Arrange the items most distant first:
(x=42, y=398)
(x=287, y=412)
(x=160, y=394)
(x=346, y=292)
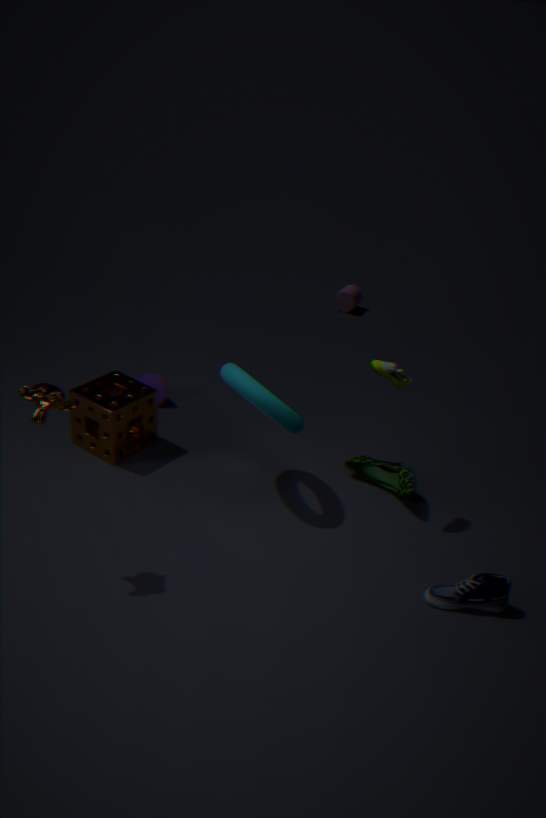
(x=346, y=292), (x=160, y=394), (x=287, y=412), (x=42, y=398)
